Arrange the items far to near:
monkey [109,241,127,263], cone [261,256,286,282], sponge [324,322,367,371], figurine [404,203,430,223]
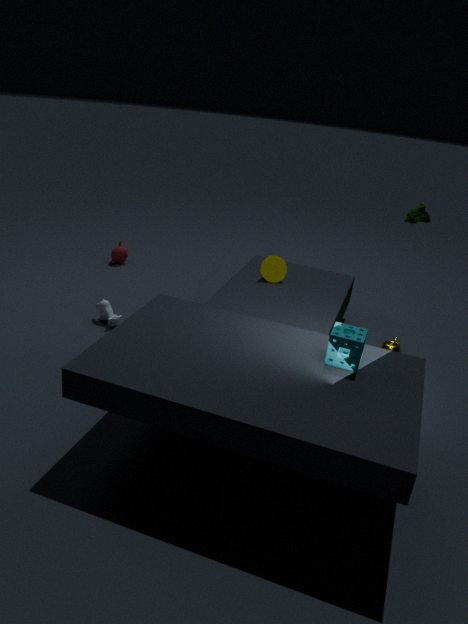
monkey [109,241,127,263] < cone [261,256,286,282] < figurine [404,203,430,223] < sponge [324,322,367,371]
